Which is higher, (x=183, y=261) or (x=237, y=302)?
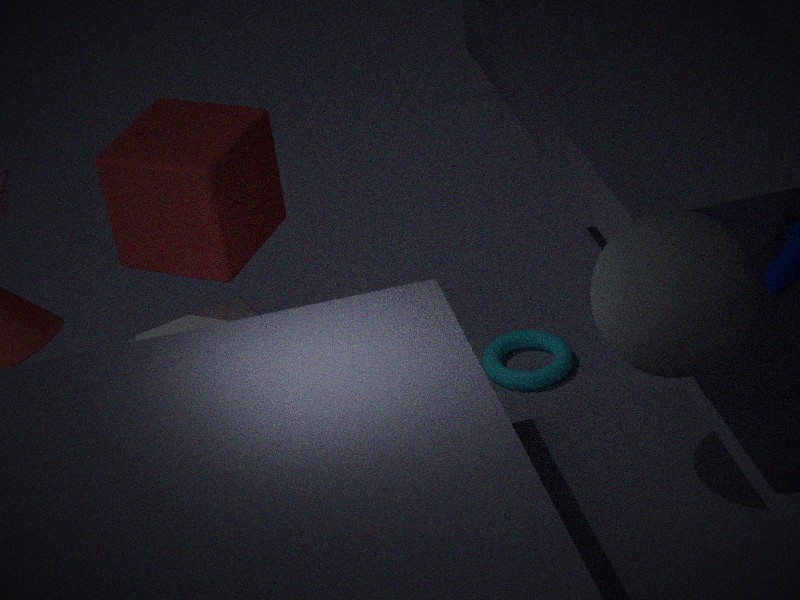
(x=183, y=261)
